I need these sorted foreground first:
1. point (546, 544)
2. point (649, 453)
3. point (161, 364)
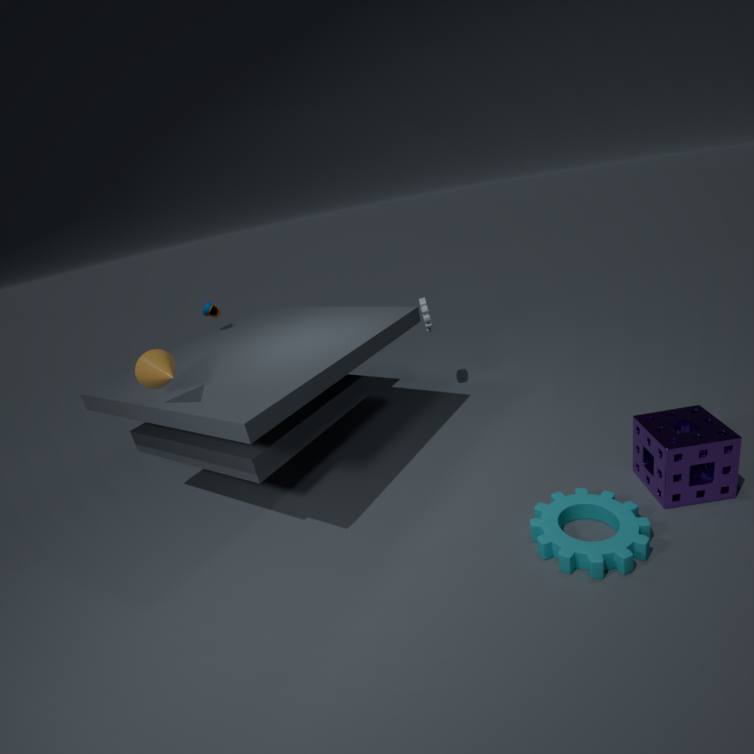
point (546, 544)
point (161, 364)
point (649, 453)
